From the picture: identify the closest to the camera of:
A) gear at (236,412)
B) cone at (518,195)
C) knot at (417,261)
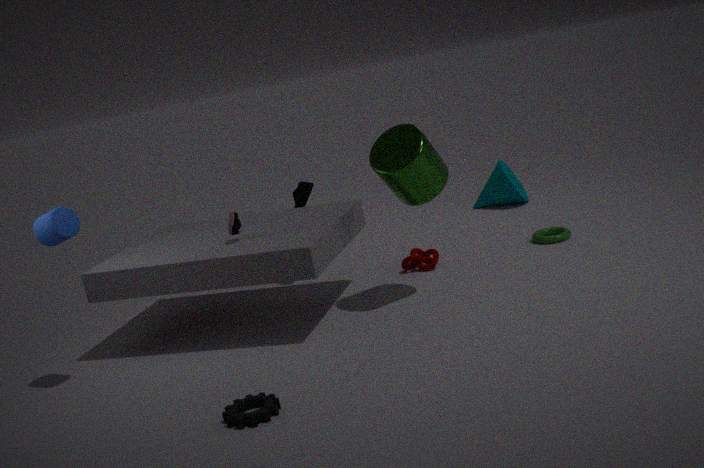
gear at (236,412)
